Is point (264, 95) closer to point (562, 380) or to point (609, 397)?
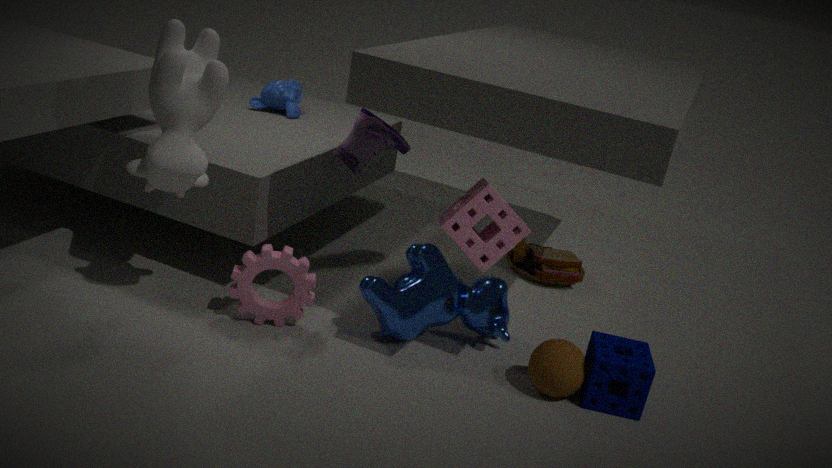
point (562, 380)
